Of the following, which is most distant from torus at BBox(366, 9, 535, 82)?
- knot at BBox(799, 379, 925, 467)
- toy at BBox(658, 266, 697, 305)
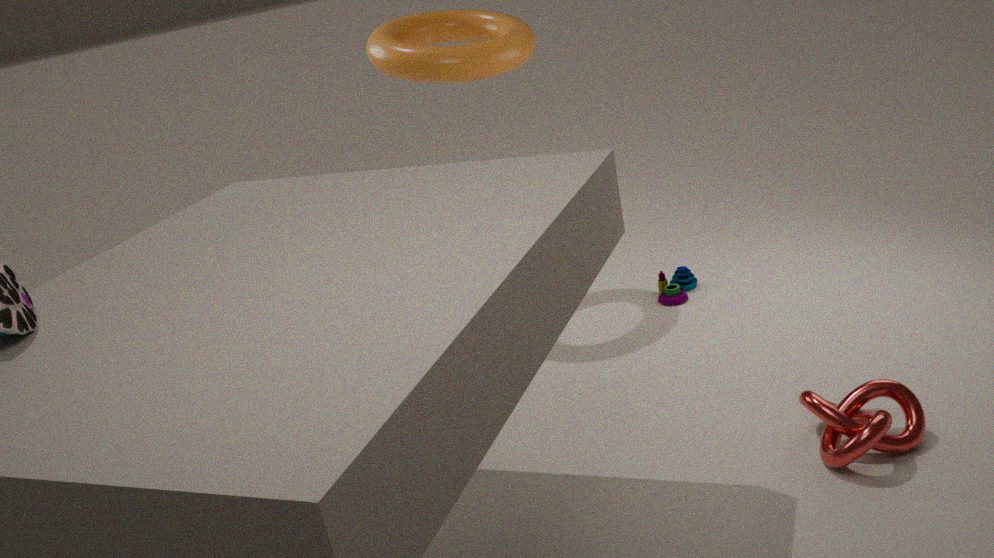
knot at BBox(799, 379, 925, 467)
